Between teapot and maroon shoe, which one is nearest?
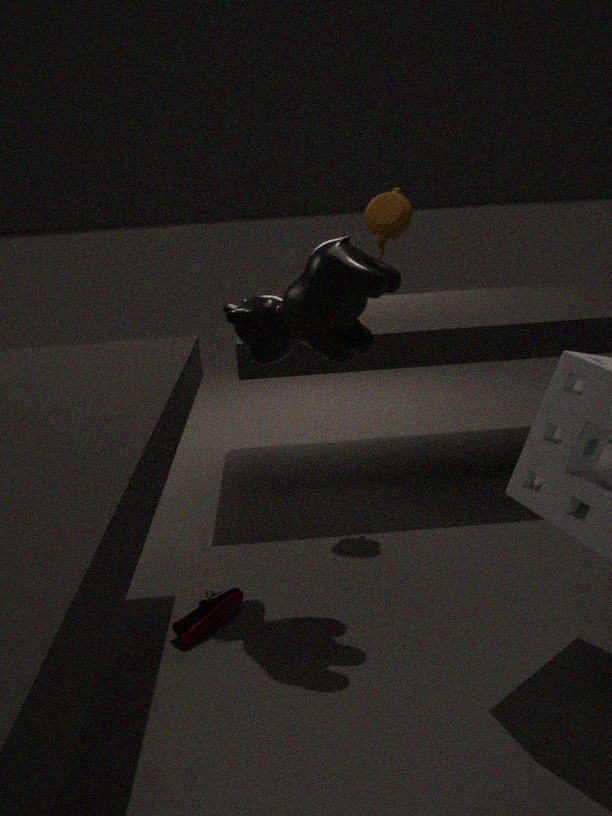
maroon shoe
